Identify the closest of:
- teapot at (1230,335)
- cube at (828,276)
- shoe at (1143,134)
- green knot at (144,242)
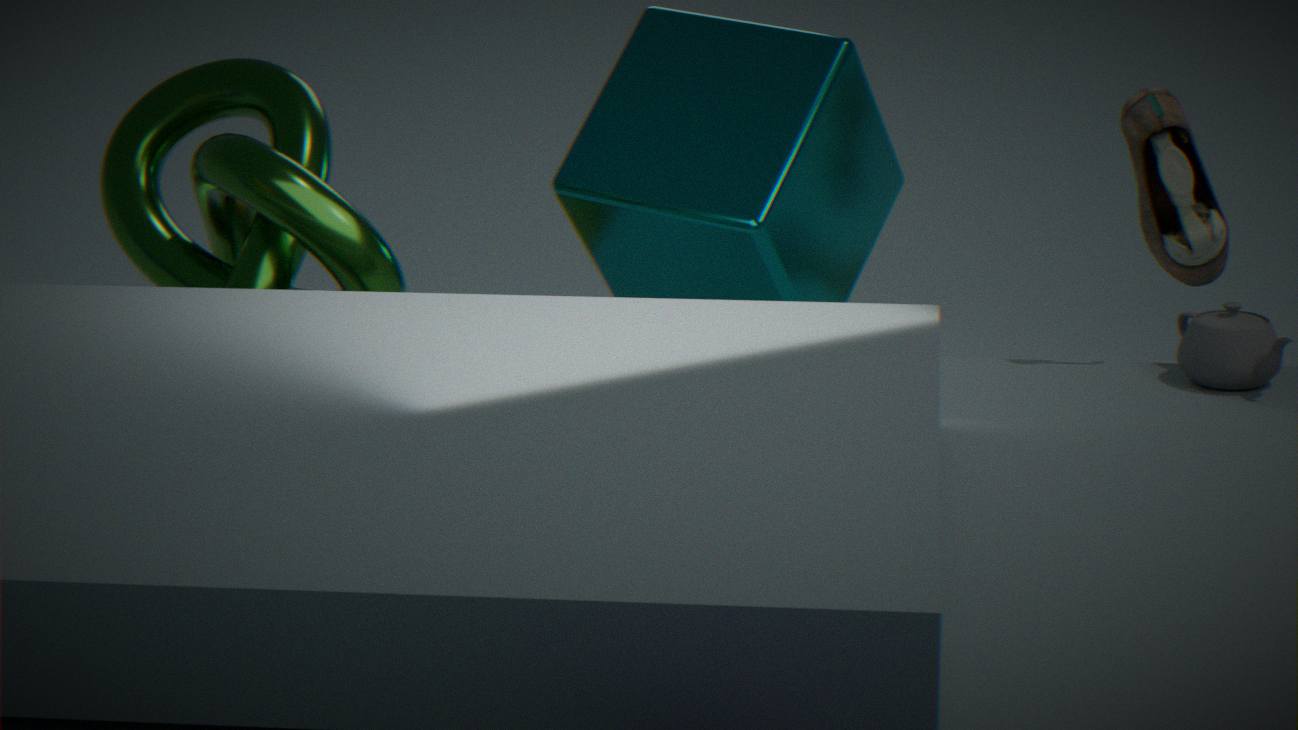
green knot at (144,242)
